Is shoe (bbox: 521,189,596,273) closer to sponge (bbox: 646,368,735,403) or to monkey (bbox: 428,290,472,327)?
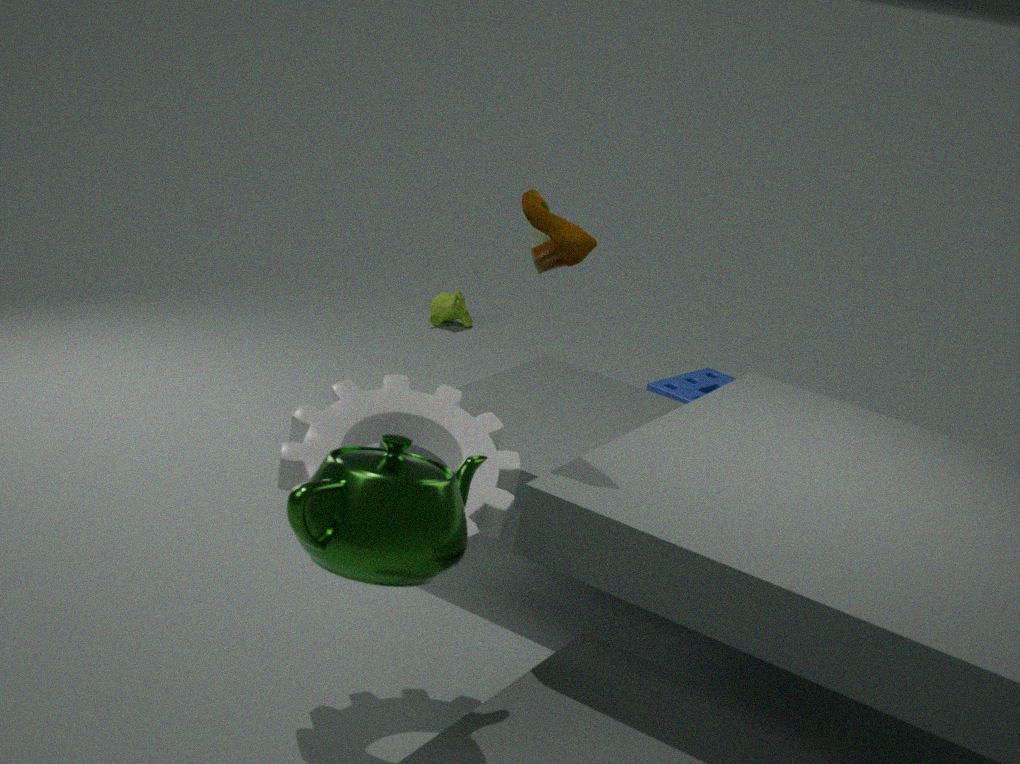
sponge (bbox: 646,368,735,403)
